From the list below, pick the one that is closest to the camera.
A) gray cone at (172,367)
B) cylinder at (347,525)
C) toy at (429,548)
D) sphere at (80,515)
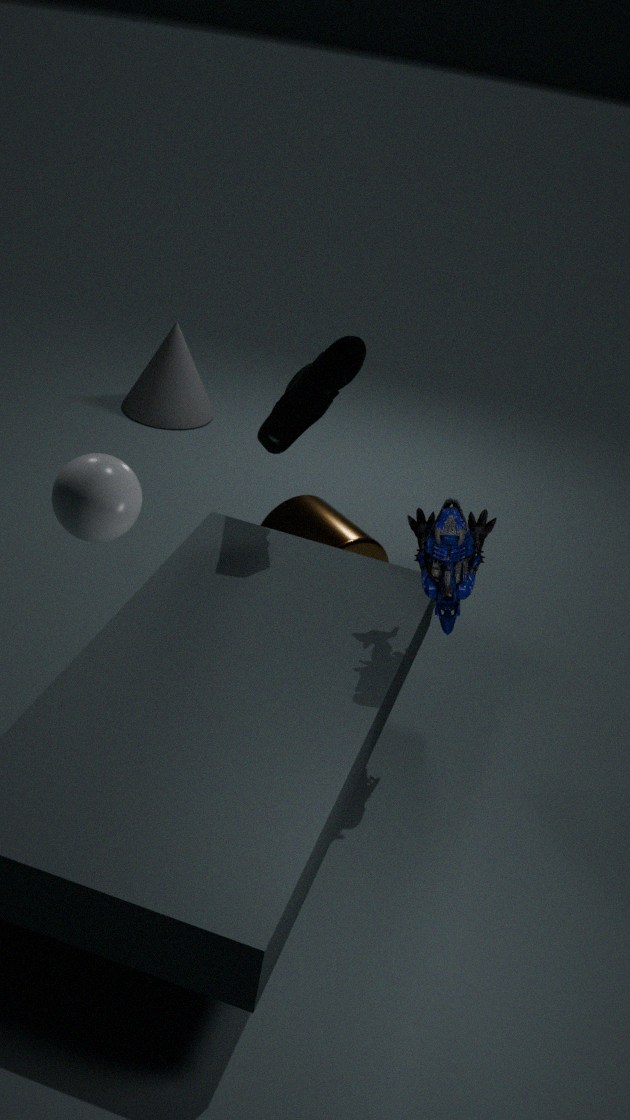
sphere at (80,515)
